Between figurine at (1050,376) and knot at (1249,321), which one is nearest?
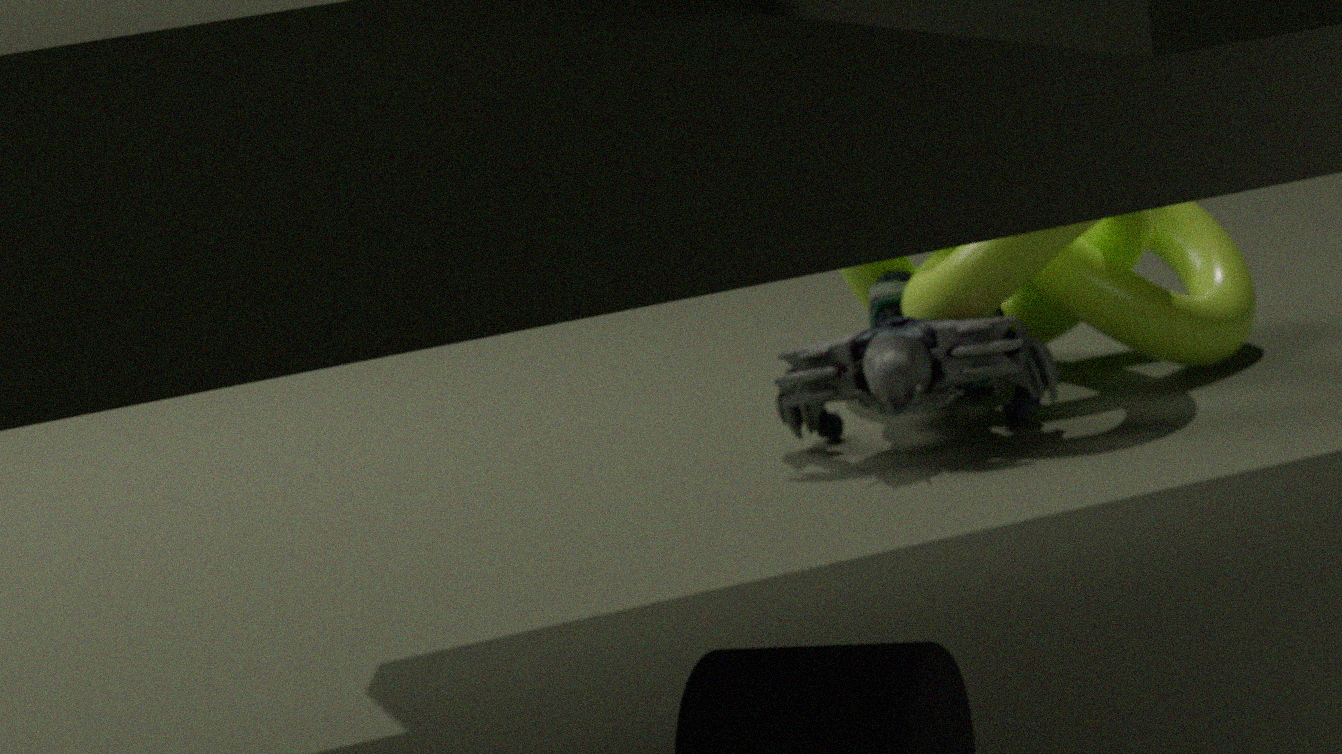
figurine at (1050,376)
